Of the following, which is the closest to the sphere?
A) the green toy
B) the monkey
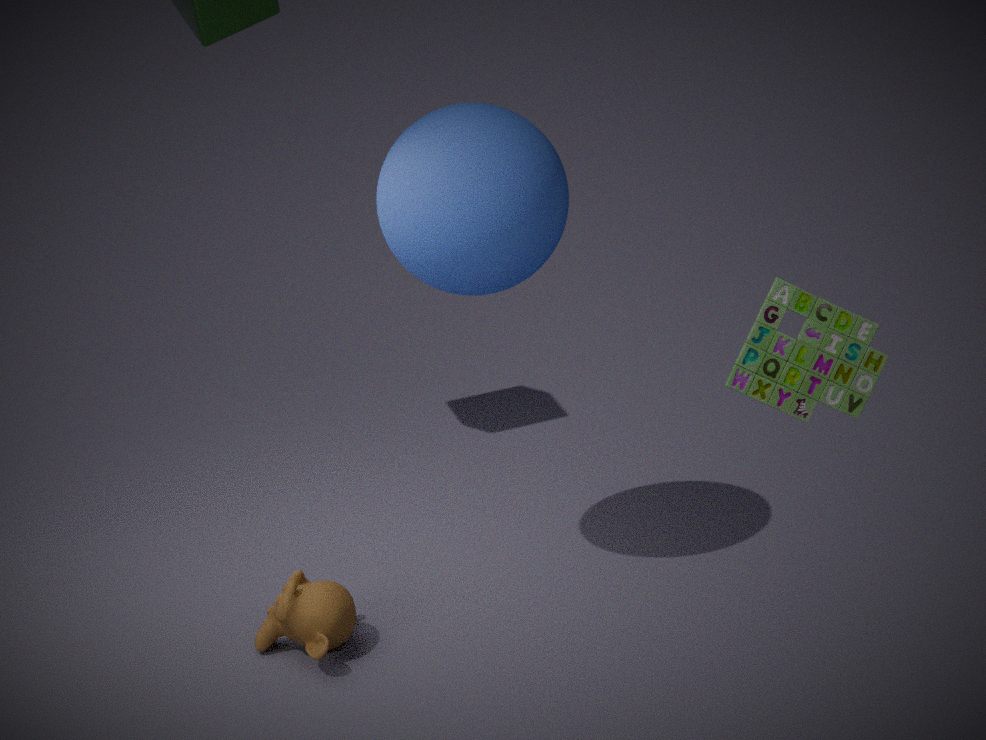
the monkey
